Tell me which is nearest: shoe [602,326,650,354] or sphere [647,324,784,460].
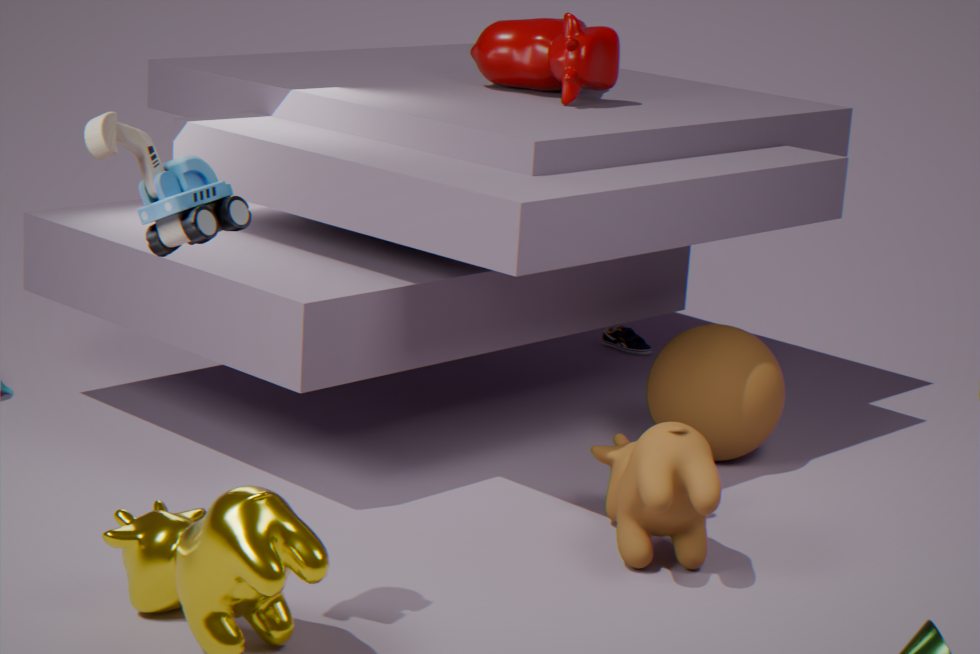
sphere [647,324,784,460]
